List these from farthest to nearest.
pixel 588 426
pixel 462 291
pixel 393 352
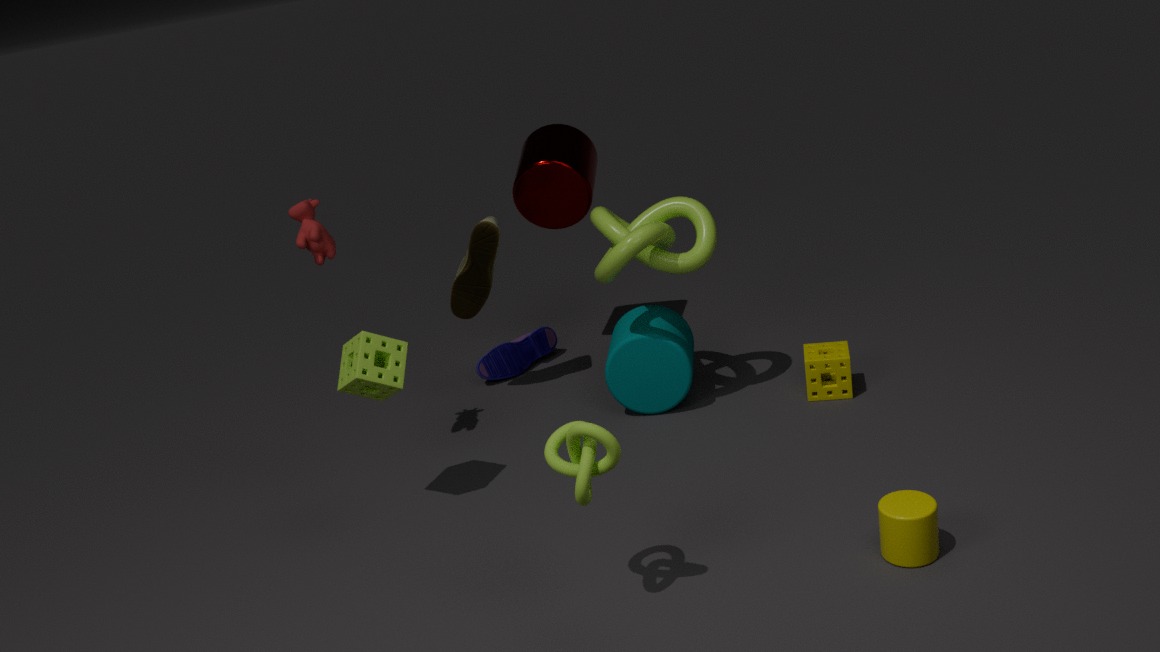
pixel 462 291, pixel 393 352, pixel 588 426
